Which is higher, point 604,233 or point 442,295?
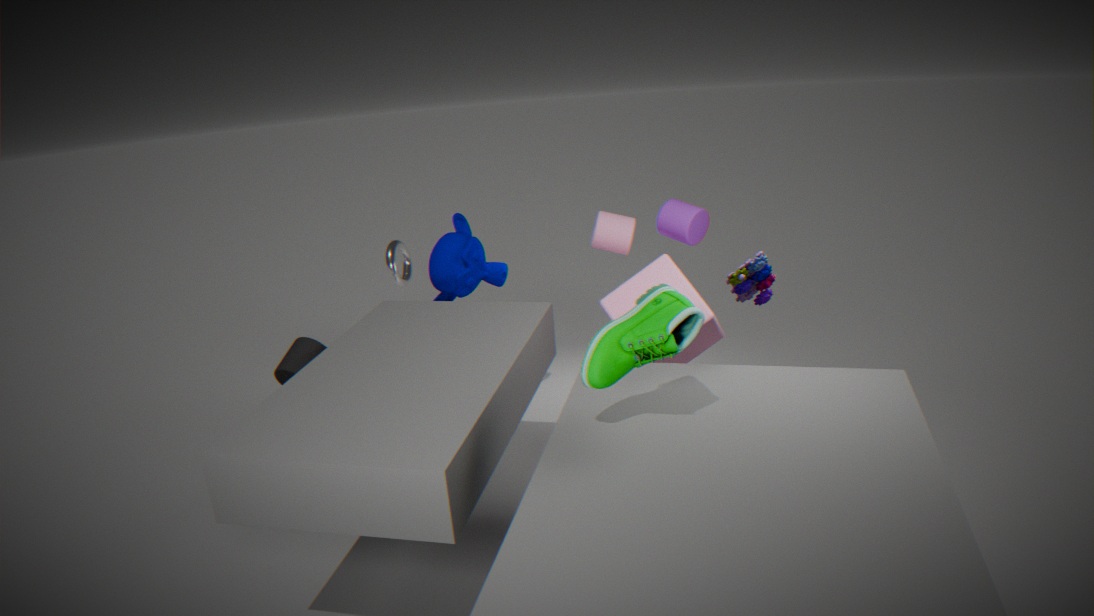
point 604,233
